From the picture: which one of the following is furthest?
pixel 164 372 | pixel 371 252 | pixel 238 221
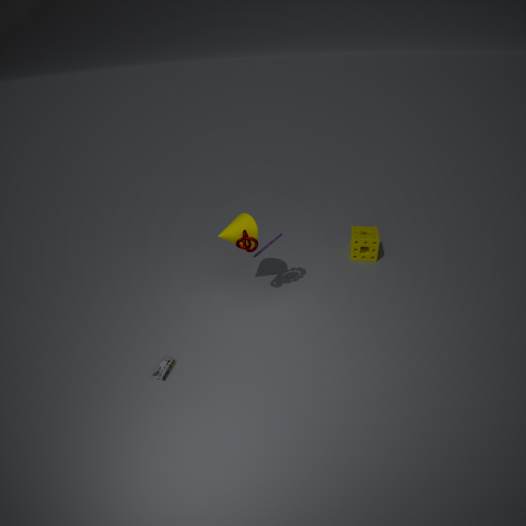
pixel 371 252
